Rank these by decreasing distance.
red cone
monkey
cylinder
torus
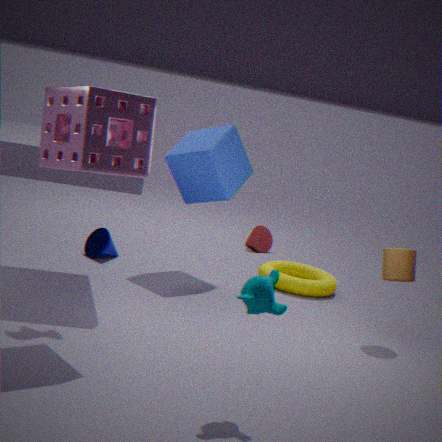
red cone, torus, cylinder, monkey
